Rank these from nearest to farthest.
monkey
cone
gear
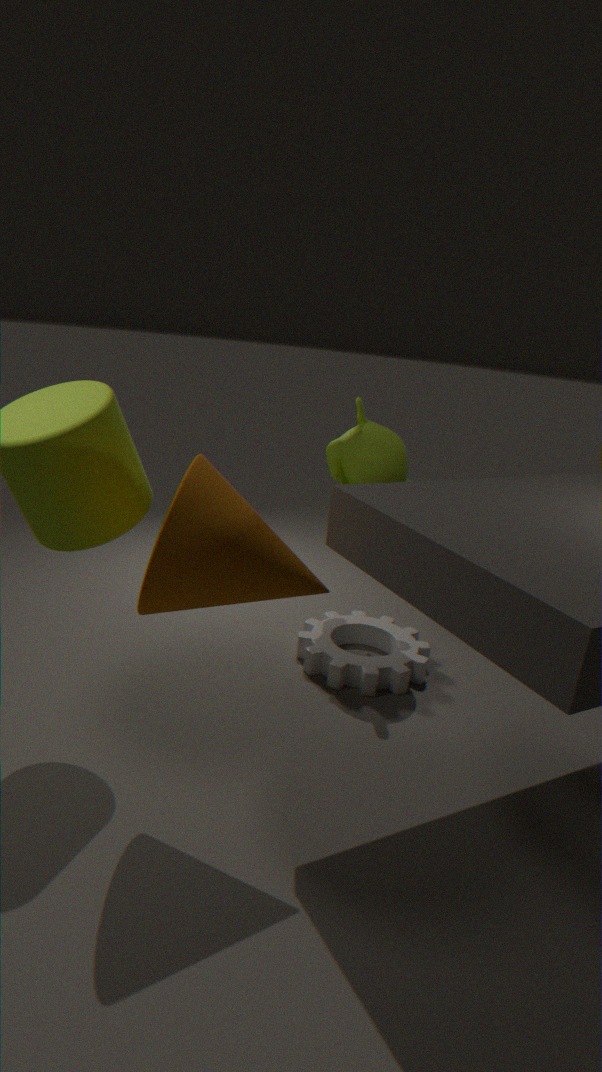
cone, gear, monkey
